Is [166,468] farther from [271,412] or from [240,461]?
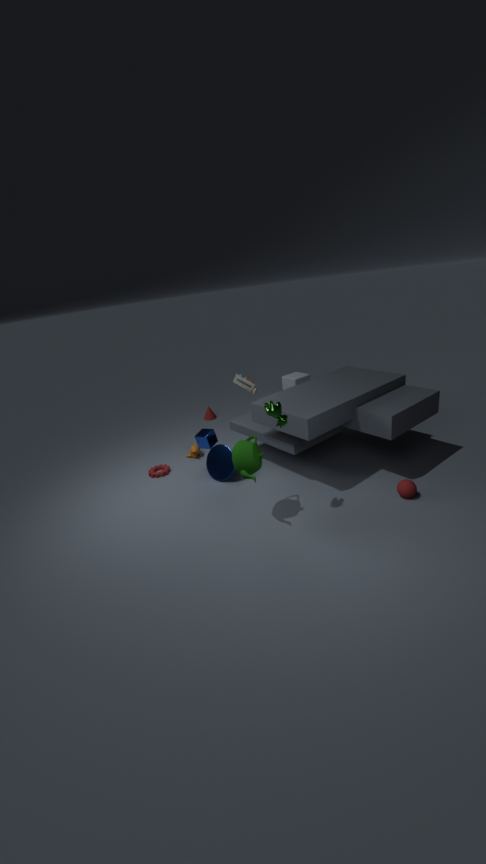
[271,412]
